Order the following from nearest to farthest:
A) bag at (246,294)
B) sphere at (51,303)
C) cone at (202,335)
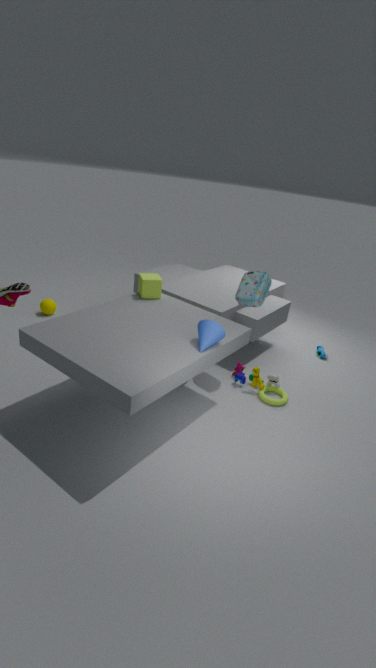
cone at (202,335)
bag at (246,294)
sphere at (51,303)
